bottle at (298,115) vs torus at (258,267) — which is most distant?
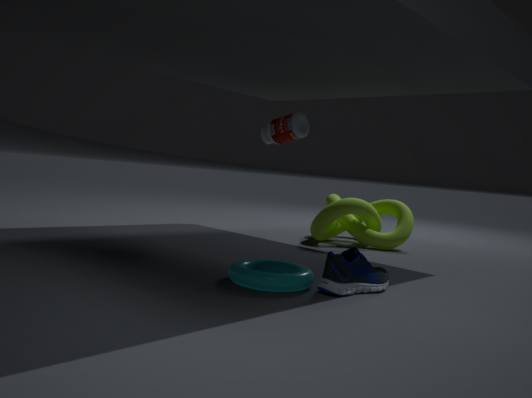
bottle at (298,115)
